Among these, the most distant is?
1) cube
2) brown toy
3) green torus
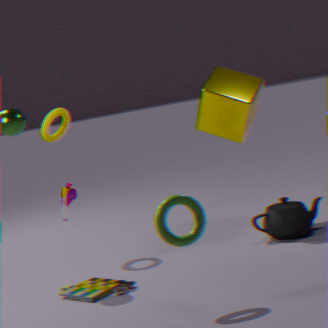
1. cube
